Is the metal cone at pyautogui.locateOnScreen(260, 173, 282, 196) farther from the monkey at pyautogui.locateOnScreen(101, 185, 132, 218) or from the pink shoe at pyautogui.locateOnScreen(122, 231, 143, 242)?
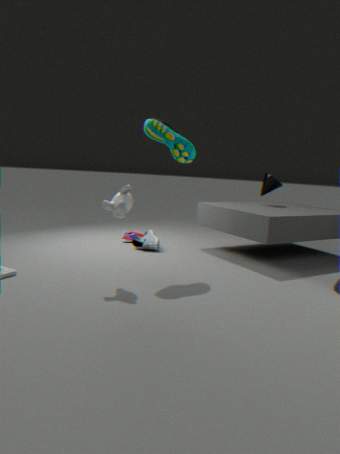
the monkey at pyautogui.locateOnScreen(101, 185, 132, 218)
